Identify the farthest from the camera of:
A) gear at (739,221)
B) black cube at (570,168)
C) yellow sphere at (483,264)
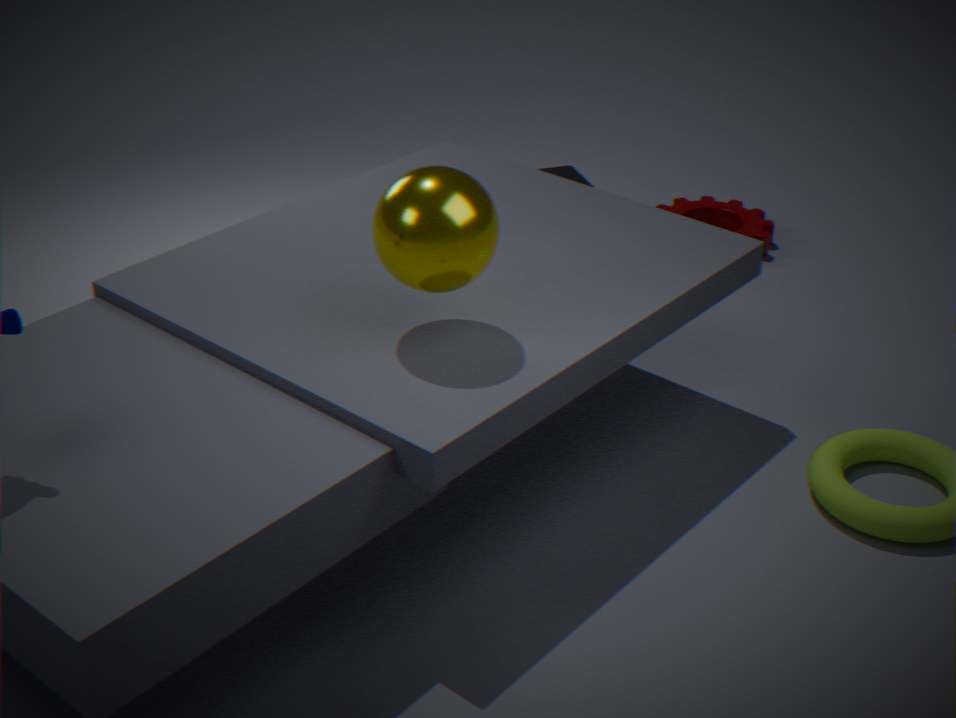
gear at (739,221)
